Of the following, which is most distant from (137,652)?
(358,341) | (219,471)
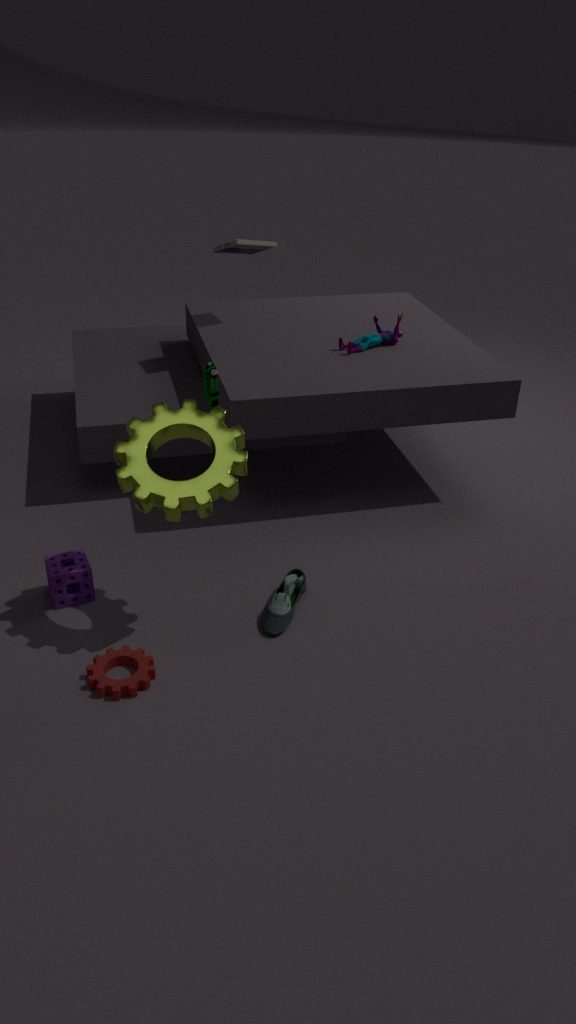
(358,341)
